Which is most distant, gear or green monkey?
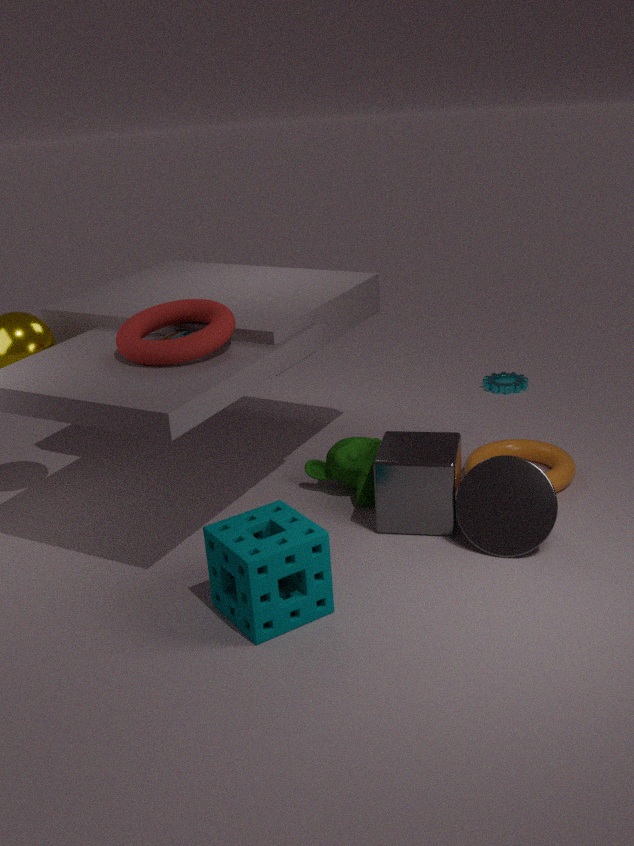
gear
